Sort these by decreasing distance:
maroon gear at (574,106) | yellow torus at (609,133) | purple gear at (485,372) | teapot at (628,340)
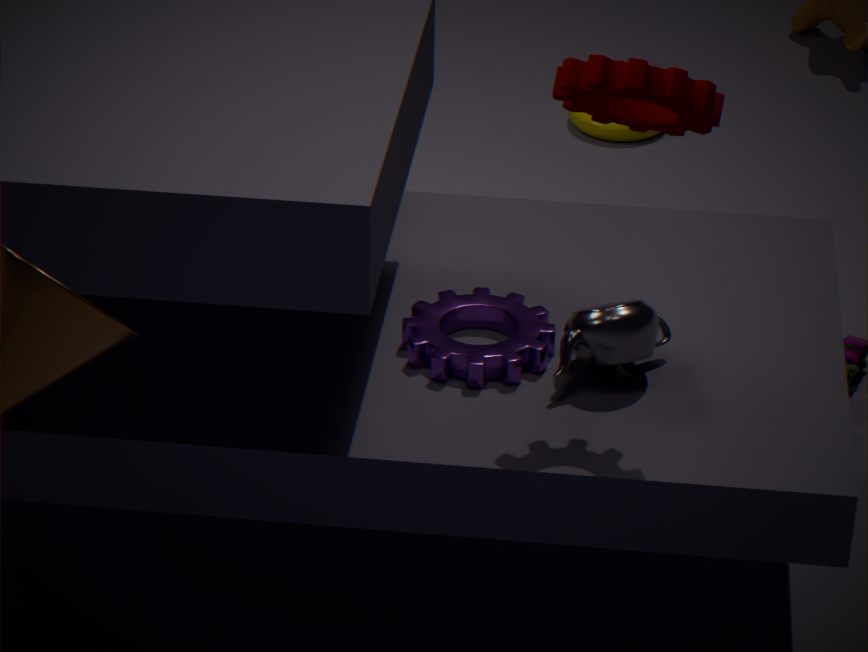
yellow torus at (609,133)
purple gear at (485,372)
teapot at (628,340)
maroon gear at (574,106)
